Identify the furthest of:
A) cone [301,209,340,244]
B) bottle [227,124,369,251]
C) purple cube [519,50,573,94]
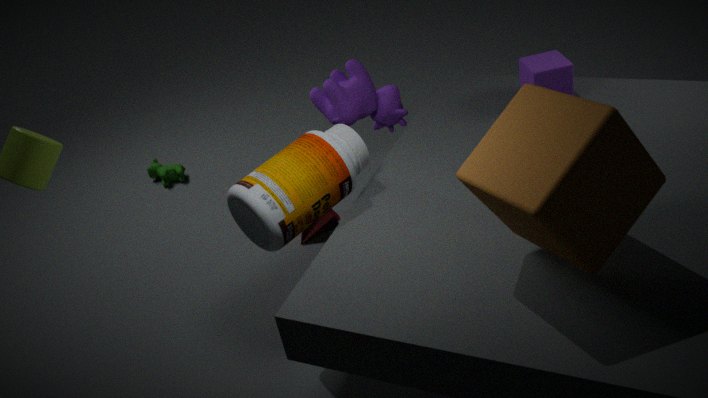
cone [301,209,340,244]
